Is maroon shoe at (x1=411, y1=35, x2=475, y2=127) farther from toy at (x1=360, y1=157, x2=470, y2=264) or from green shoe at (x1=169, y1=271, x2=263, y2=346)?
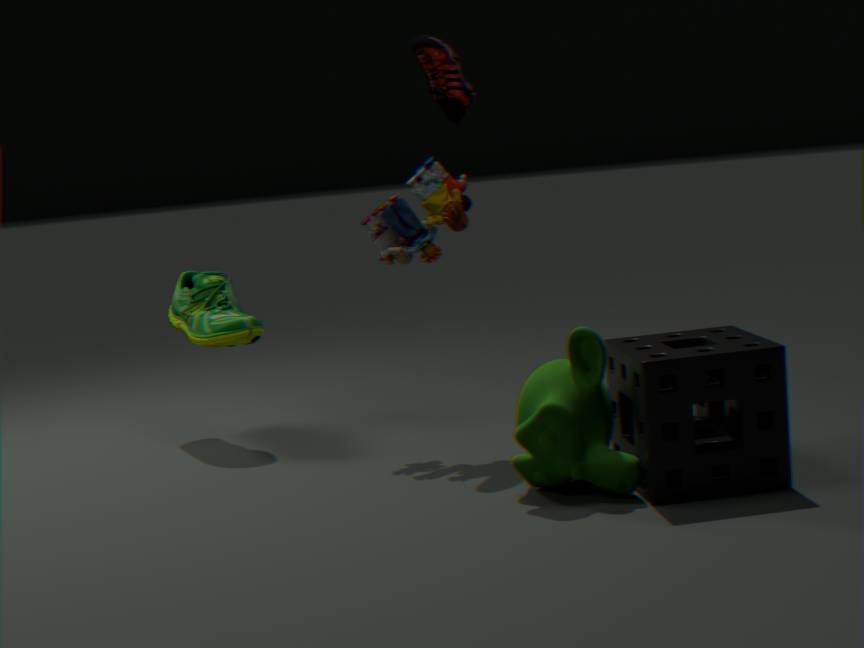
green shoe at (x1=169, y1=271, x2=263, y2=346)
